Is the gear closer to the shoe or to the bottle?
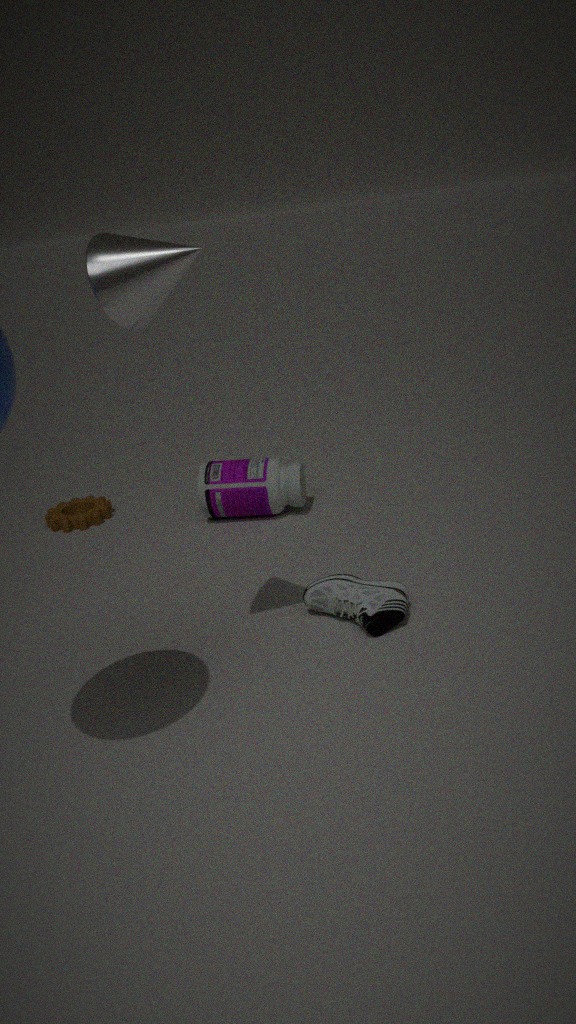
the bottle
